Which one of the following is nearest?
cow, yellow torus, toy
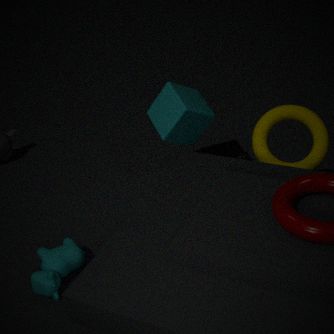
cow
